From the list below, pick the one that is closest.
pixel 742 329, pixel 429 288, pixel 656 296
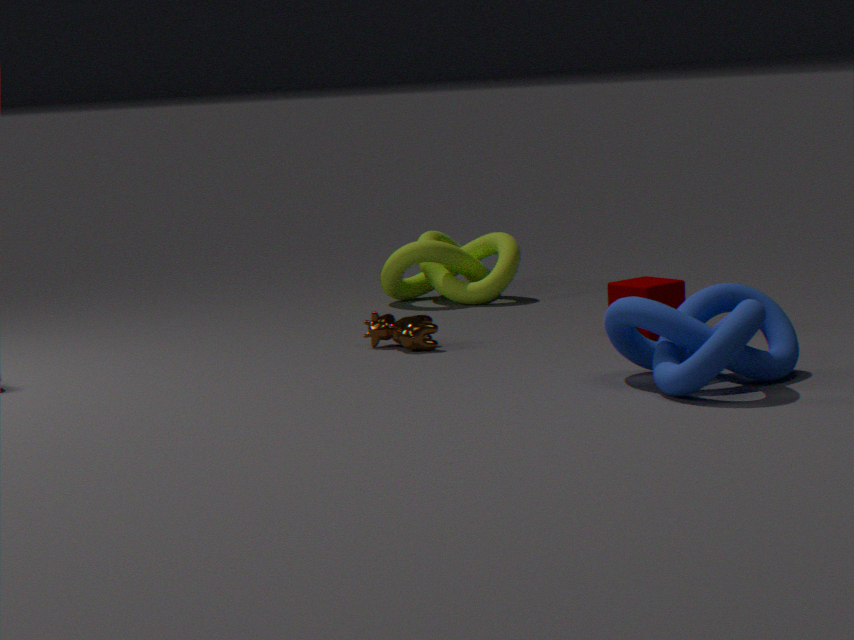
pixel 742 329
